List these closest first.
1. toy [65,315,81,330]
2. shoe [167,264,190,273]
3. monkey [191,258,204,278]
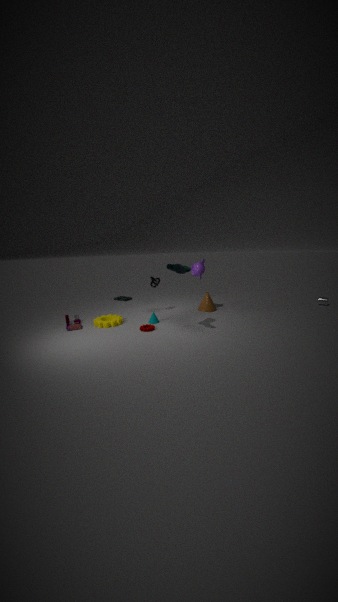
shoe [167,264,190,273], toy [65,315,81,330], monkey [191,258,204,278]
